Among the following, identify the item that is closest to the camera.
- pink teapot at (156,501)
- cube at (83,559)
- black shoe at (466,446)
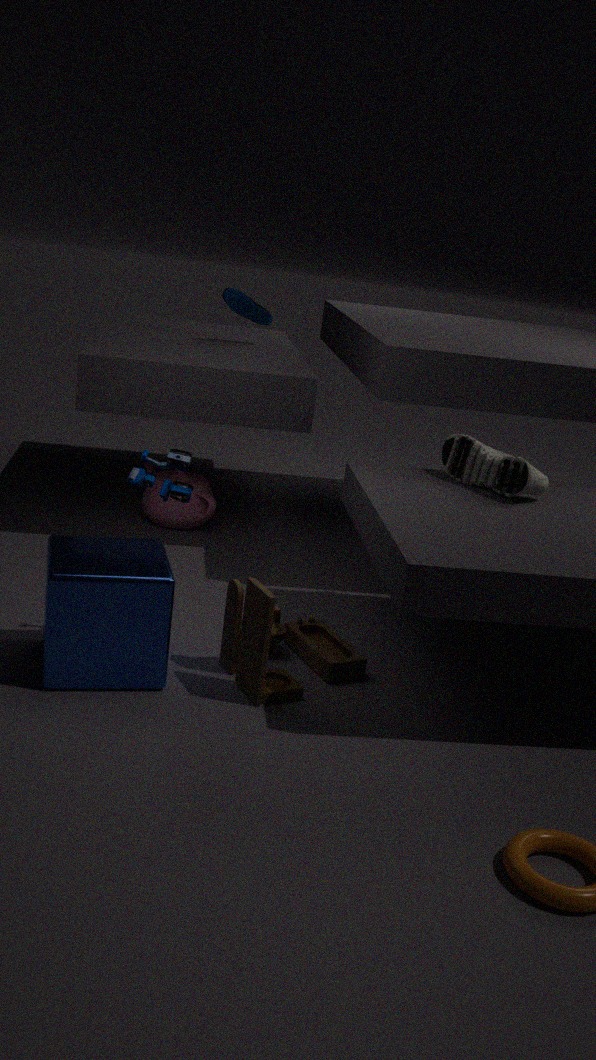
cube at (83,559)
